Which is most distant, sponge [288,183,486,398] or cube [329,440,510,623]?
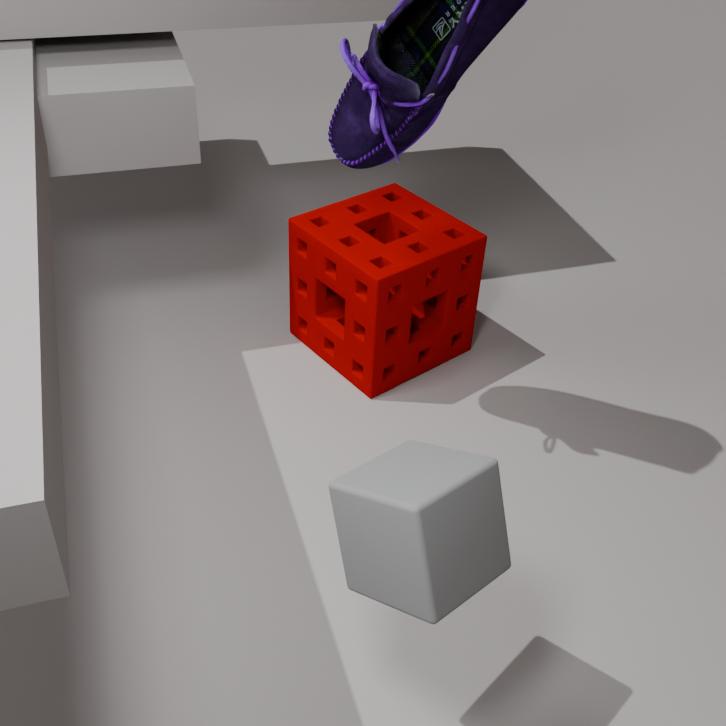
sponge [288,183,486,398]
